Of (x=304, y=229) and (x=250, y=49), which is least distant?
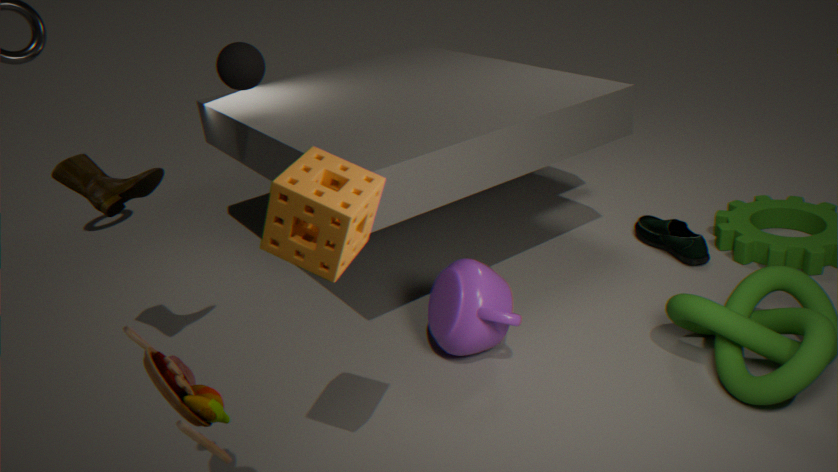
(x=304, y=229)
